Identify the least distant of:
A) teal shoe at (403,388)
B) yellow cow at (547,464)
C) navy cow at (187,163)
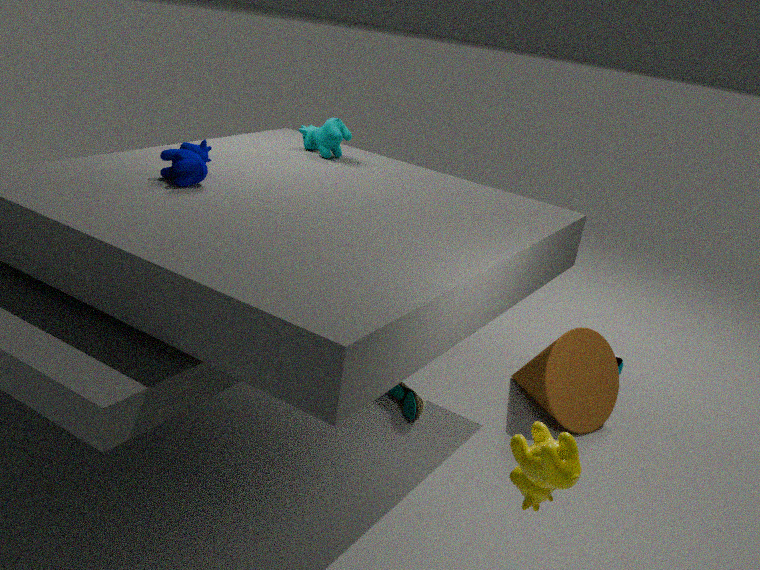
yellow cow at (547,464)
